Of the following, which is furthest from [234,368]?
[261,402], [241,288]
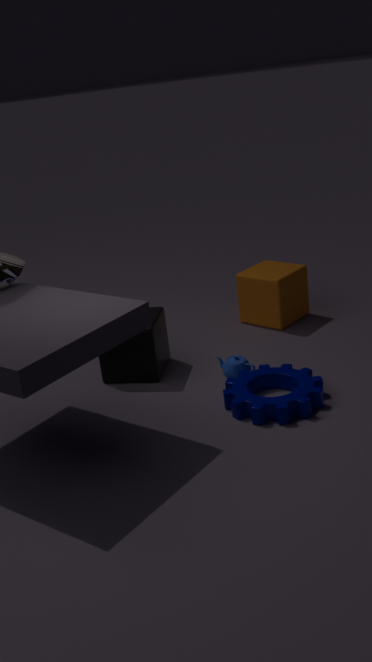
[241,288]
